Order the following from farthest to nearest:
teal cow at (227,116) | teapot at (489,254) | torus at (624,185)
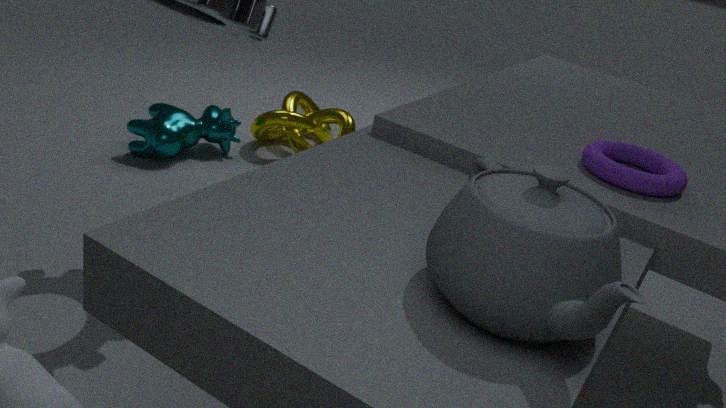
teal cow at (227,116) → torus at (624,185) → teapot at (489,254)
